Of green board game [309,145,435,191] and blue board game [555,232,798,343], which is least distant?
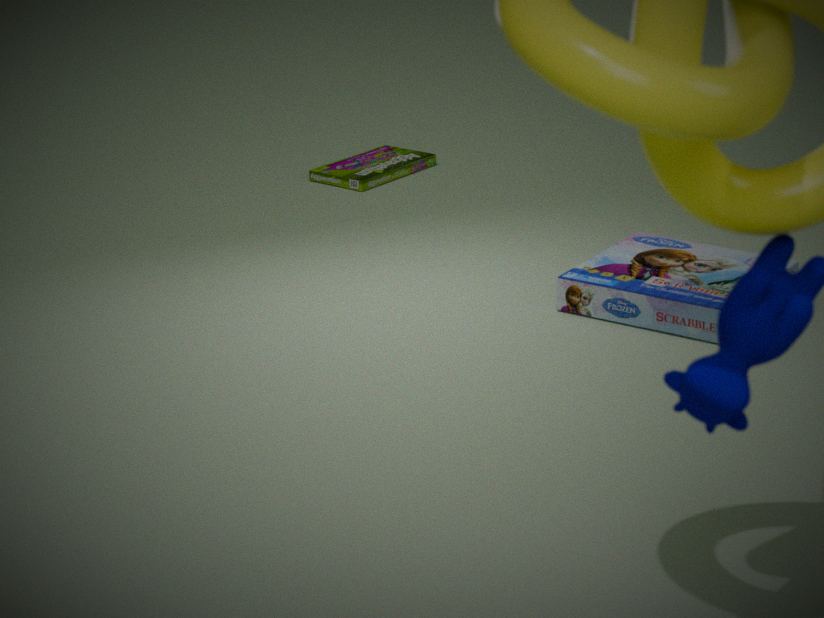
blue board game [555,232,798,343]
